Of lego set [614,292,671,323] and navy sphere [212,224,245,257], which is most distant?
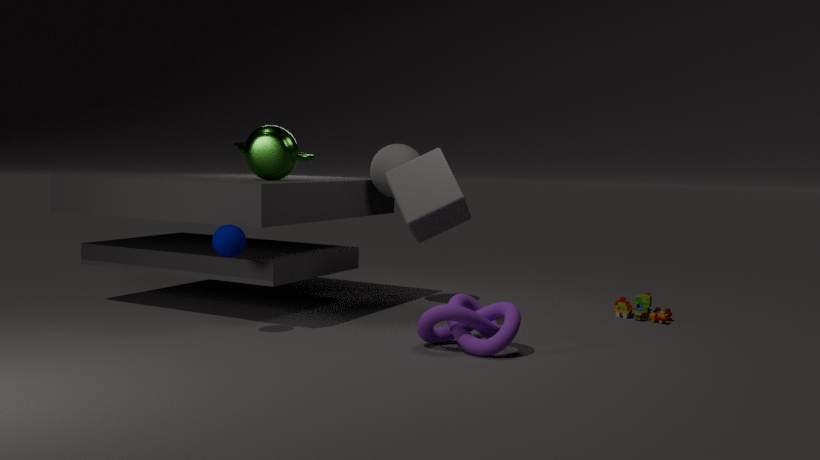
lego set [614,292,671,323]
